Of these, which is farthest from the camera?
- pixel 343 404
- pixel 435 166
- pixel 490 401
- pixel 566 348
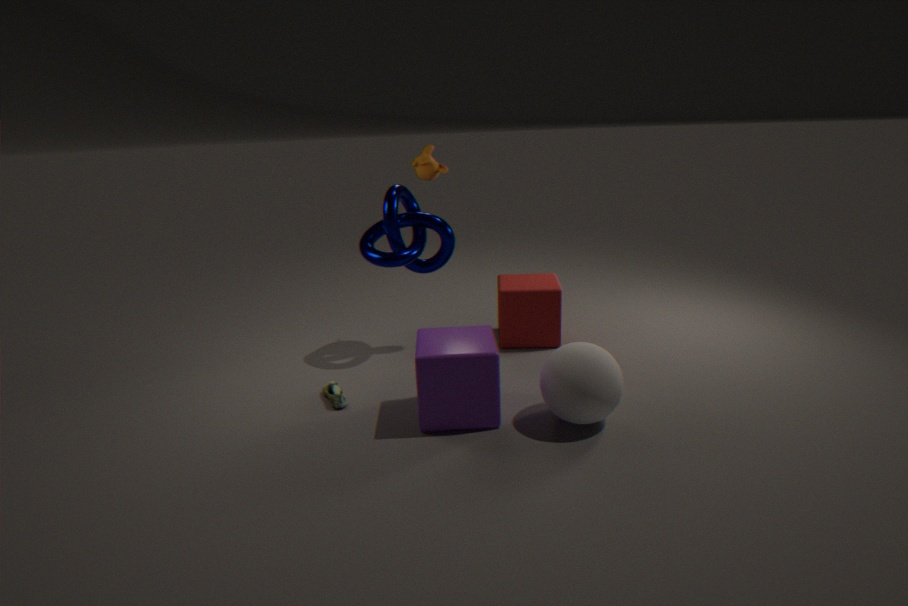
pixel 435 166
